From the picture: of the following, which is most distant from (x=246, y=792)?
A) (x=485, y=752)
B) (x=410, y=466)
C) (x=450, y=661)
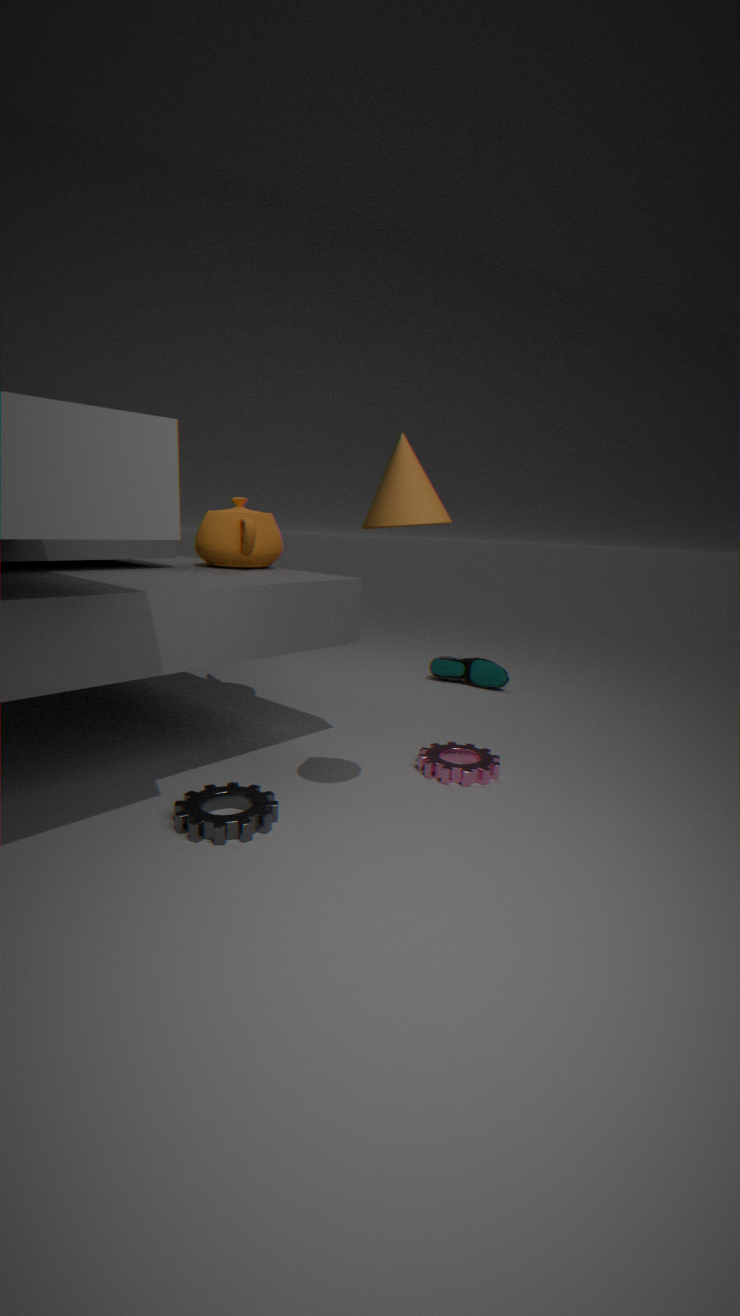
(x=450, y=661)
